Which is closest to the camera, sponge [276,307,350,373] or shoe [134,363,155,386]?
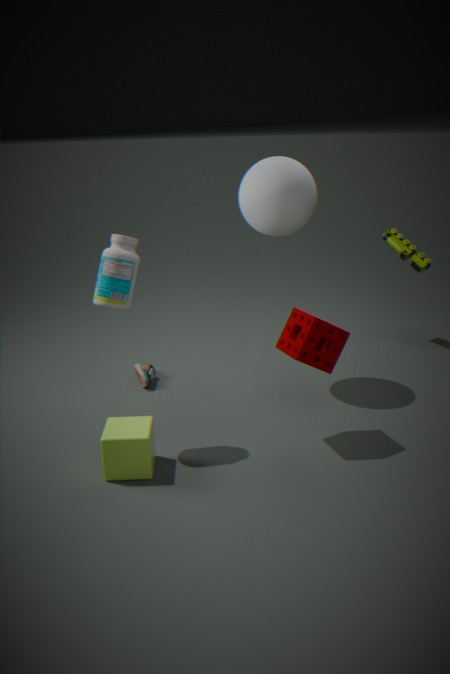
sponge [276,307,350,373]
